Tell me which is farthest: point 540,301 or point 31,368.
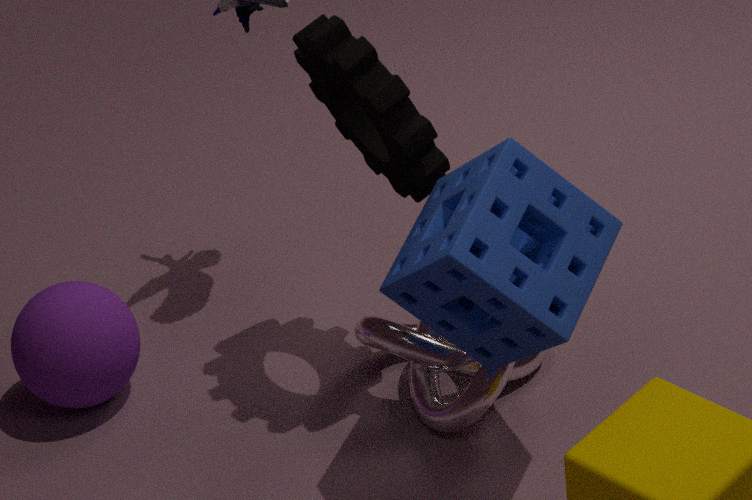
point 31,368
